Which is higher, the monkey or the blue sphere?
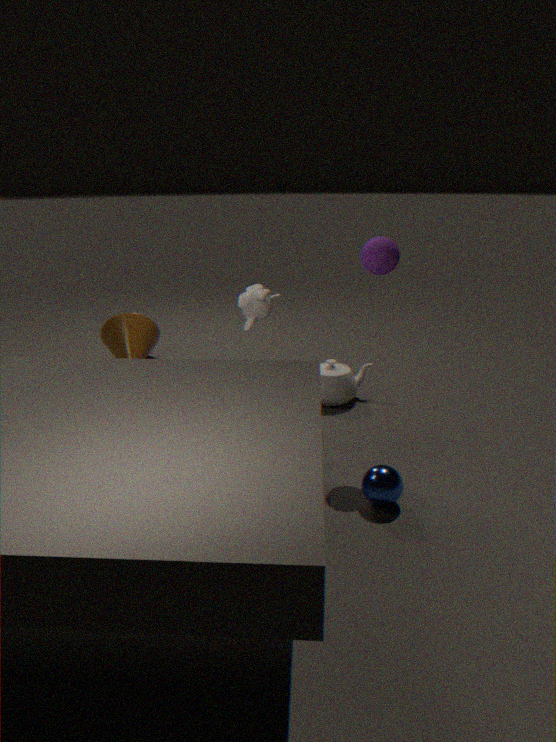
the monkey
